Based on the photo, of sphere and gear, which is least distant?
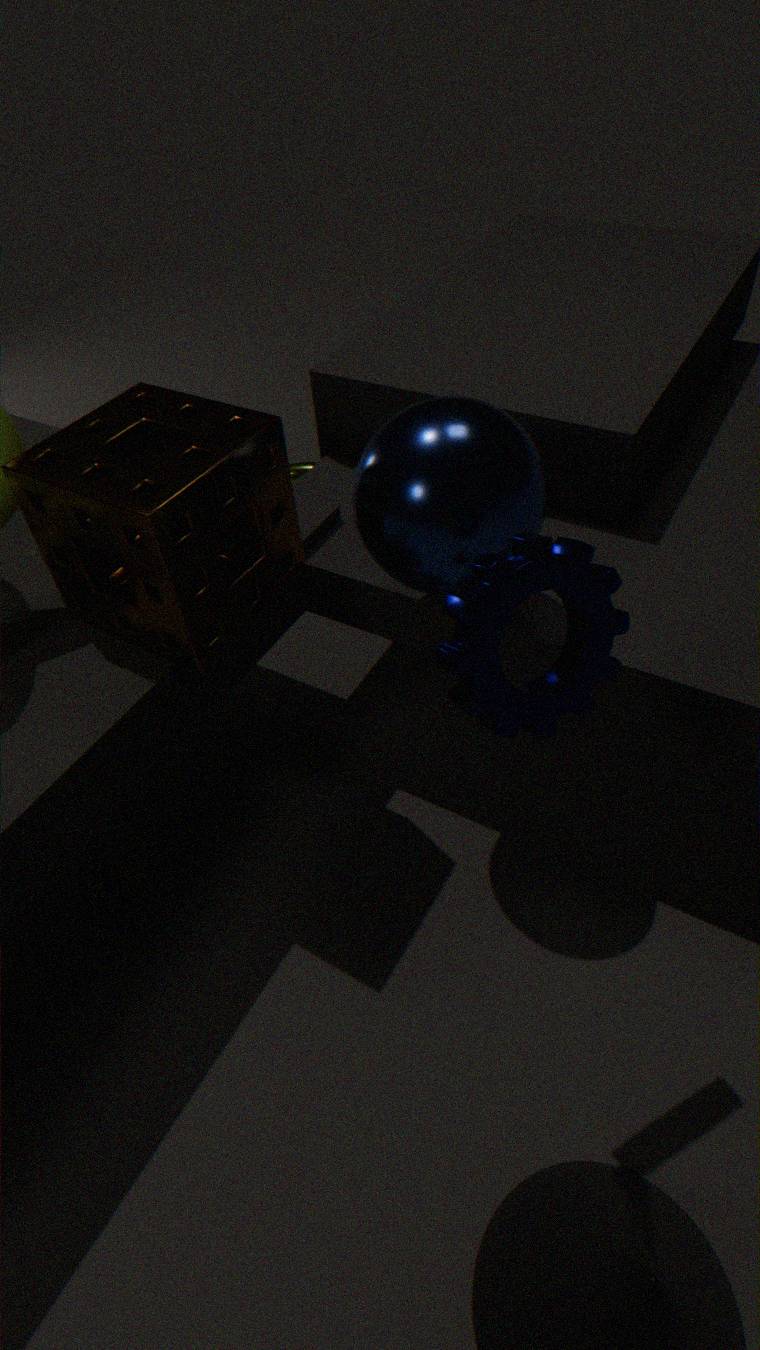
gear
